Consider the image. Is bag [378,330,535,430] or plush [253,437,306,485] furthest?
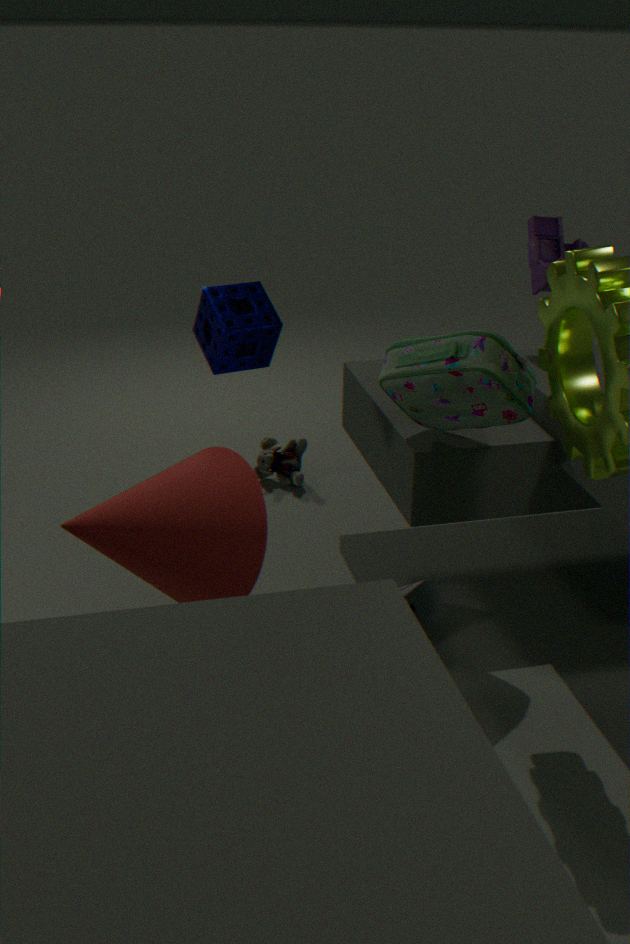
plush [253,437,306,485]
